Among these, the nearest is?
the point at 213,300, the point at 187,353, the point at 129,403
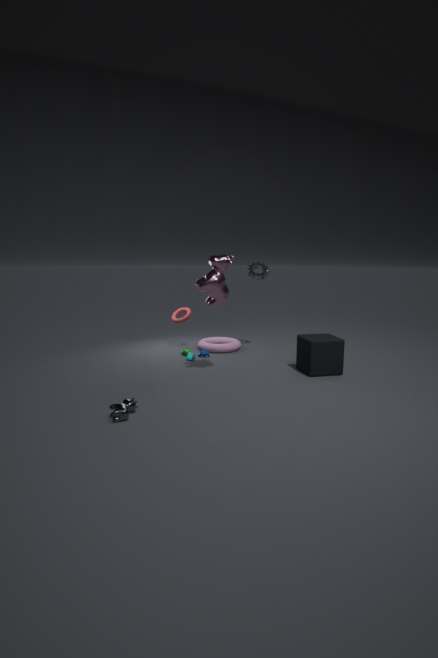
the point at 129,403
